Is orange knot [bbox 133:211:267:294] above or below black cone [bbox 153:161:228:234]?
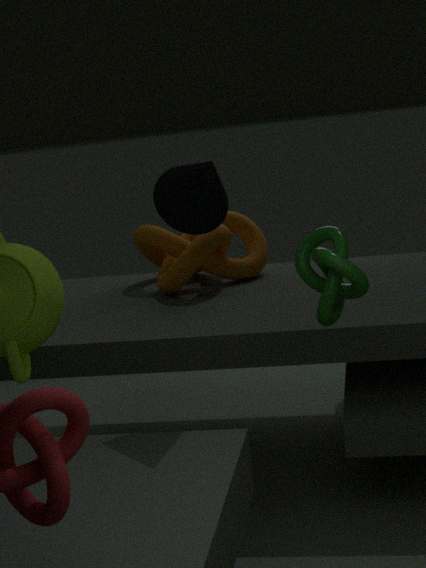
below
